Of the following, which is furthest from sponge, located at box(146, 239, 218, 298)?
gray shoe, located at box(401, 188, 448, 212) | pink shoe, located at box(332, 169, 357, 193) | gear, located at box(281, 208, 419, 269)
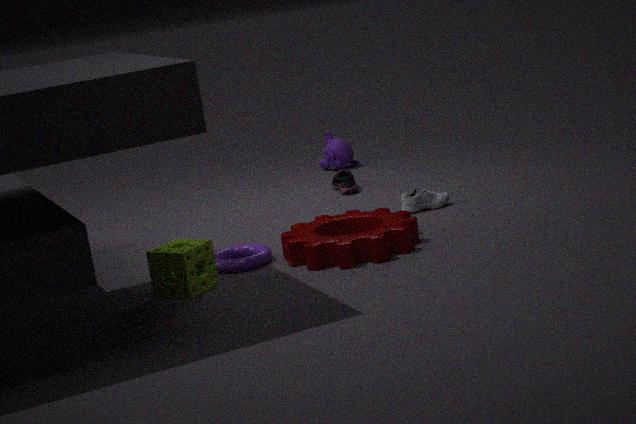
pink shoe, located at box(332, 169, 357, 193)
